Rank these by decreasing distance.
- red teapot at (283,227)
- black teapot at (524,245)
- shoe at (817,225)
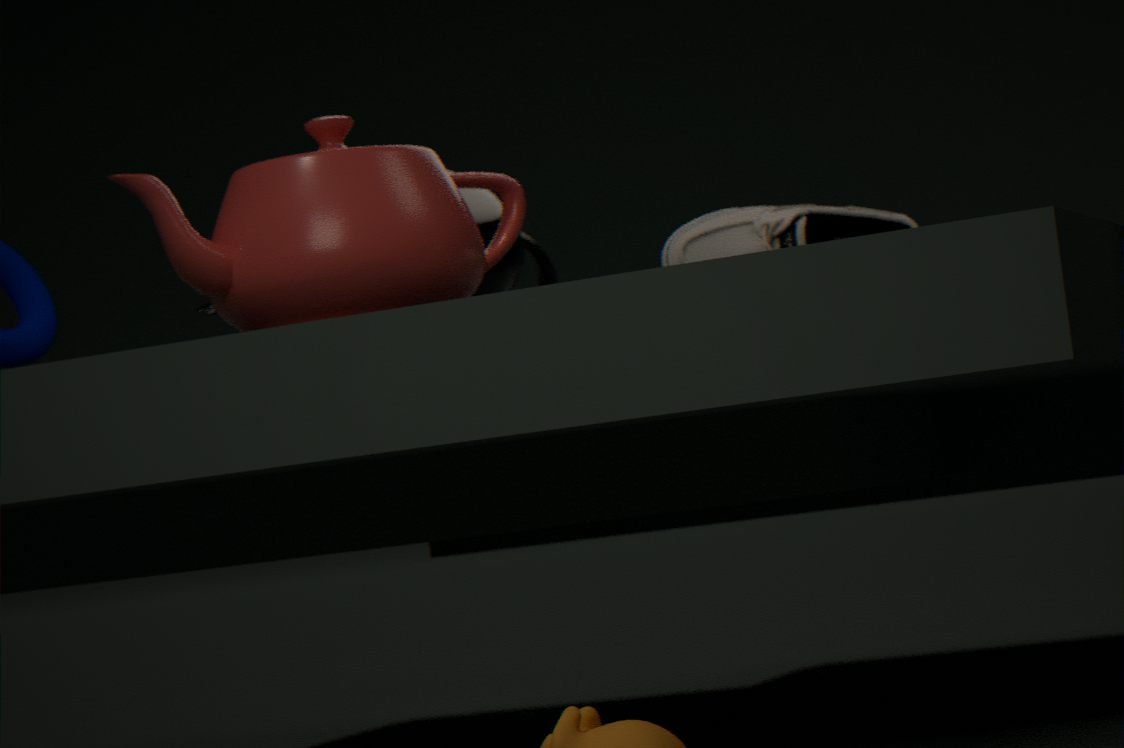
1. black teapot at (524,245)
2. shoe at (817,225)
3. red teapot at (283,227)
